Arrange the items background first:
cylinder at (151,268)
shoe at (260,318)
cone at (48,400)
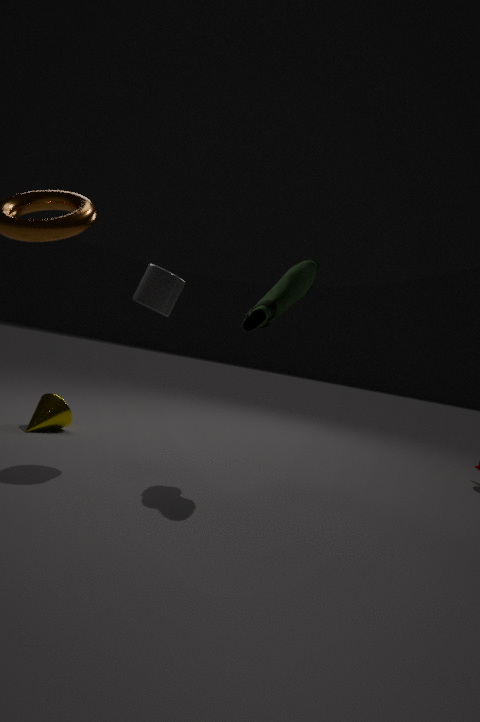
cone at (48,400) → shoe at (260,318) → cylinder at (151,268)
